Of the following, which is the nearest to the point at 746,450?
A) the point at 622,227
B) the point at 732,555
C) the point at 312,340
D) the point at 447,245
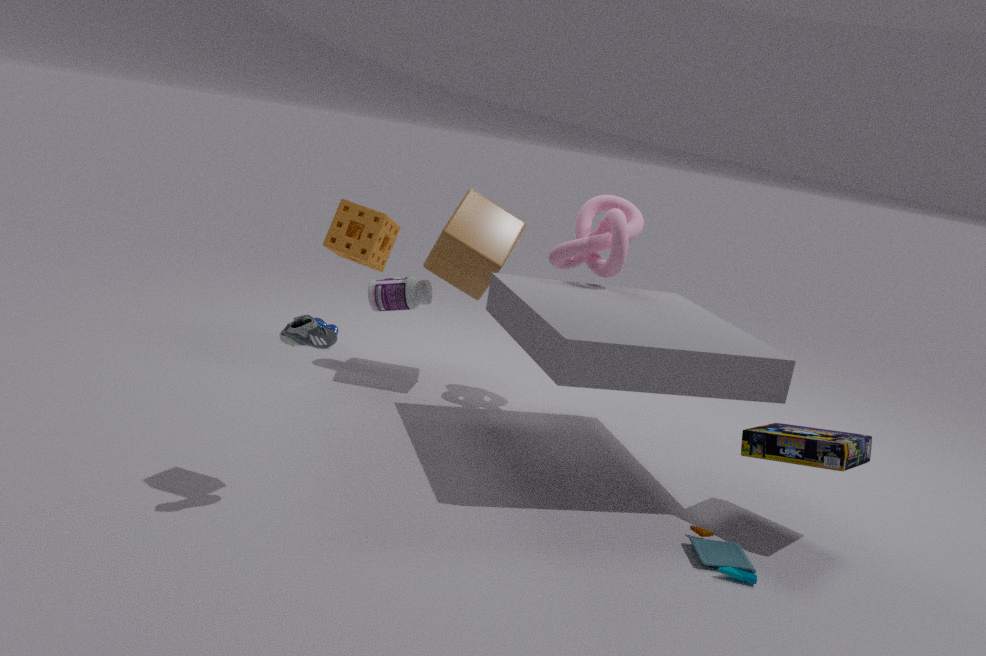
the point at 732,555
